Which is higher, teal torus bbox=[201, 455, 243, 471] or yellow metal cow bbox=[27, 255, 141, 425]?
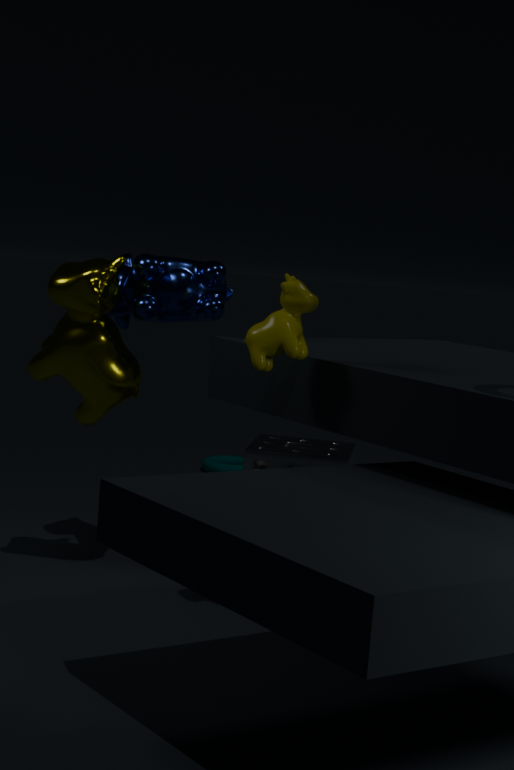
yellow metal cow bbox=[27, 255, 141, 425]
